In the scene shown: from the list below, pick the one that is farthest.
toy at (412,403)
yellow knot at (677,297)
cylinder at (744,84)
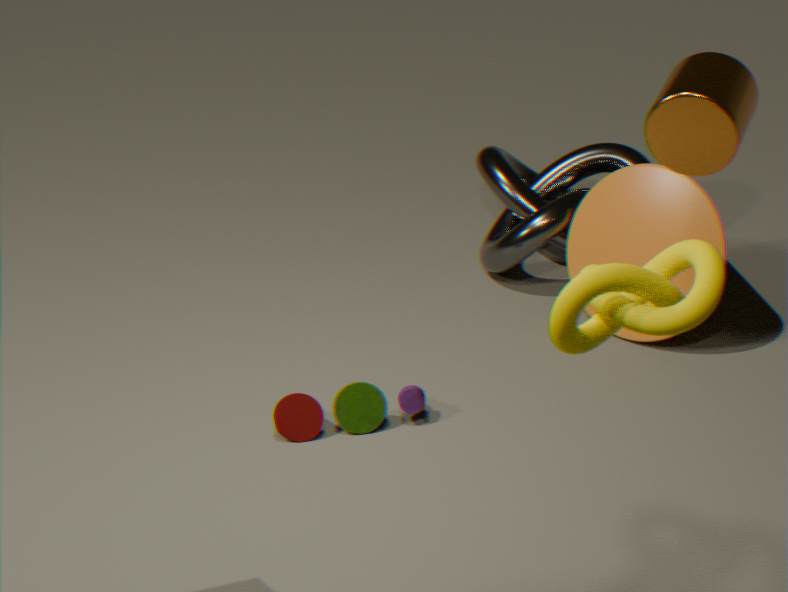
toy at (412,403)
